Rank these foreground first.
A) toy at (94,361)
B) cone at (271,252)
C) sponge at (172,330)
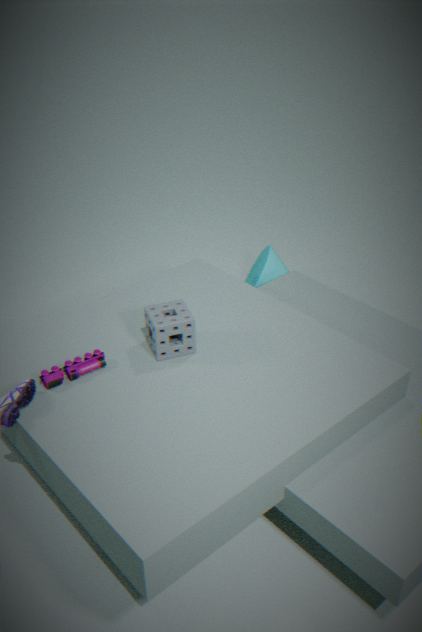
1. toy at (94,361)
2. sponge at (172,330)
3. cone at (271,252)
